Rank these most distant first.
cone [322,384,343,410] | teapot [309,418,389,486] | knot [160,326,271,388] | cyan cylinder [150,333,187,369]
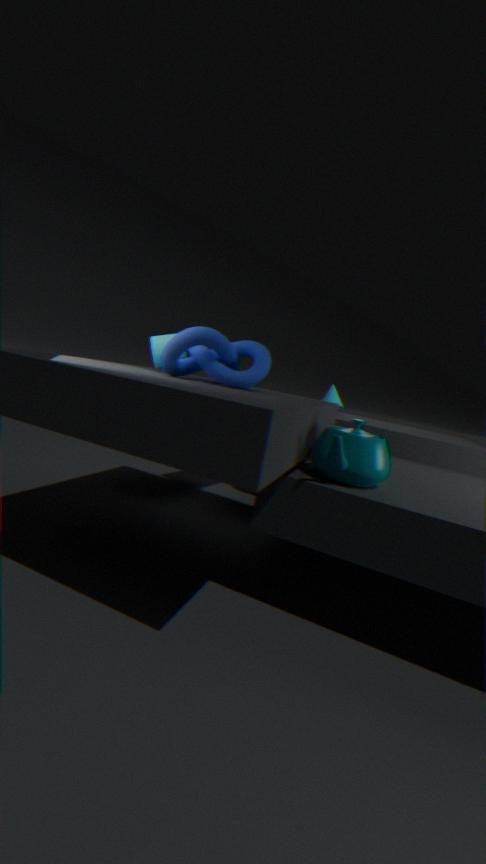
cone [322,384,343,410]
cyan cylinder [150,333,187,369]
knot [160,326,271,388]
teapot [309,418,389,486]
